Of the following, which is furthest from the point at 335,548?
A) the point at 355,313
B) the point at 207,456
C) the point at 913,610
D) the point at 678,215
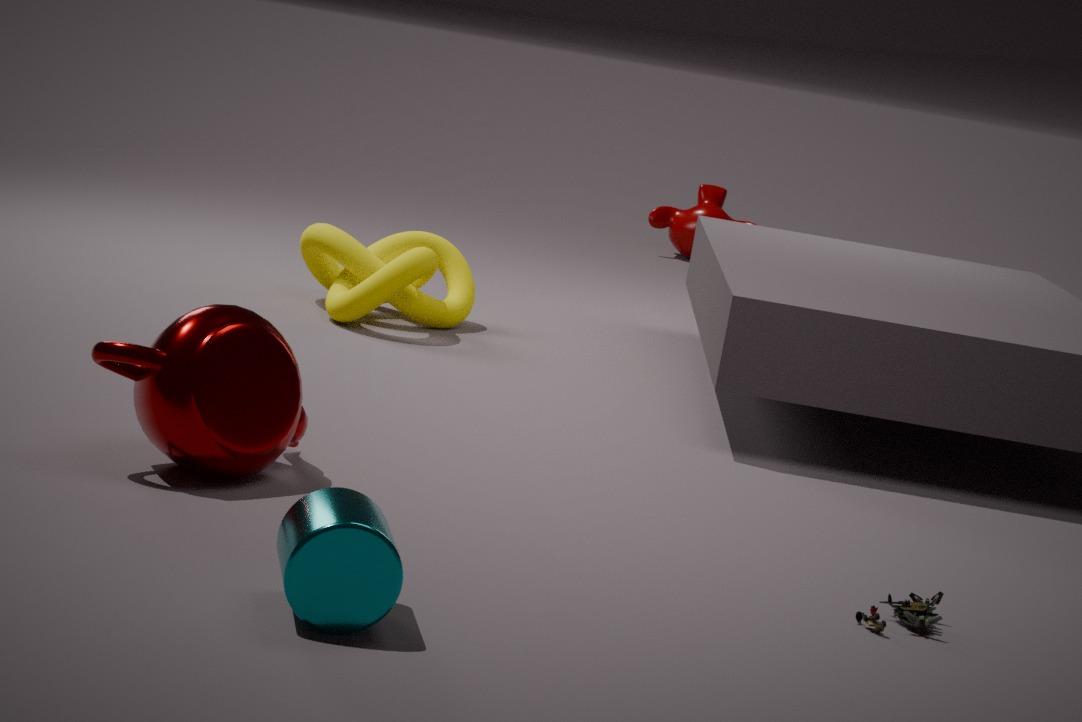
the point at 678,215
